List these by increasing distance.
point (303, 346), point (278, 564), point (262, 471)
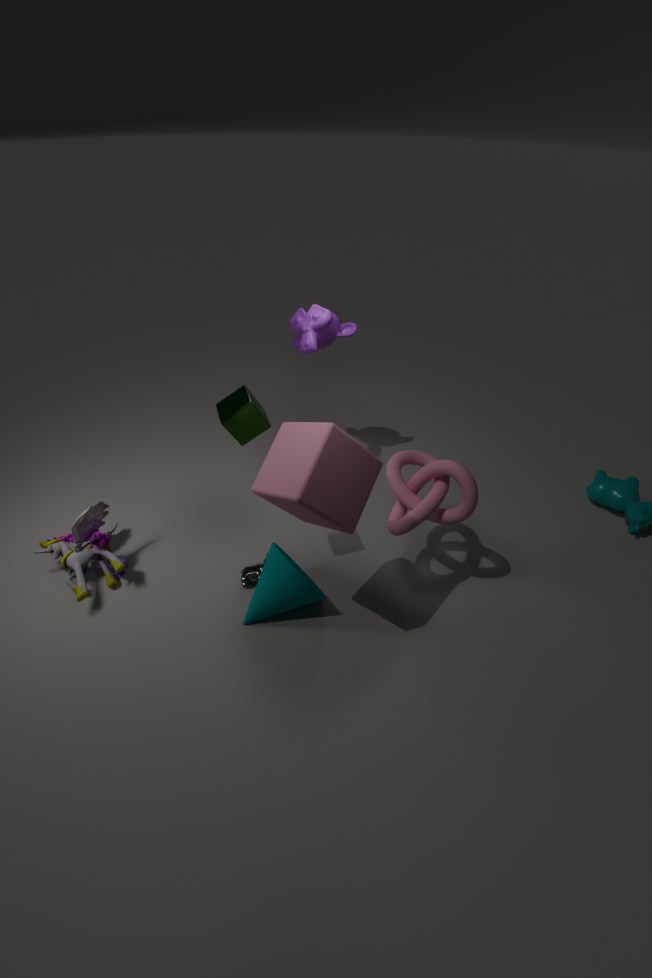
point (262, 471)
point (278, 564)
point (303, 346)
